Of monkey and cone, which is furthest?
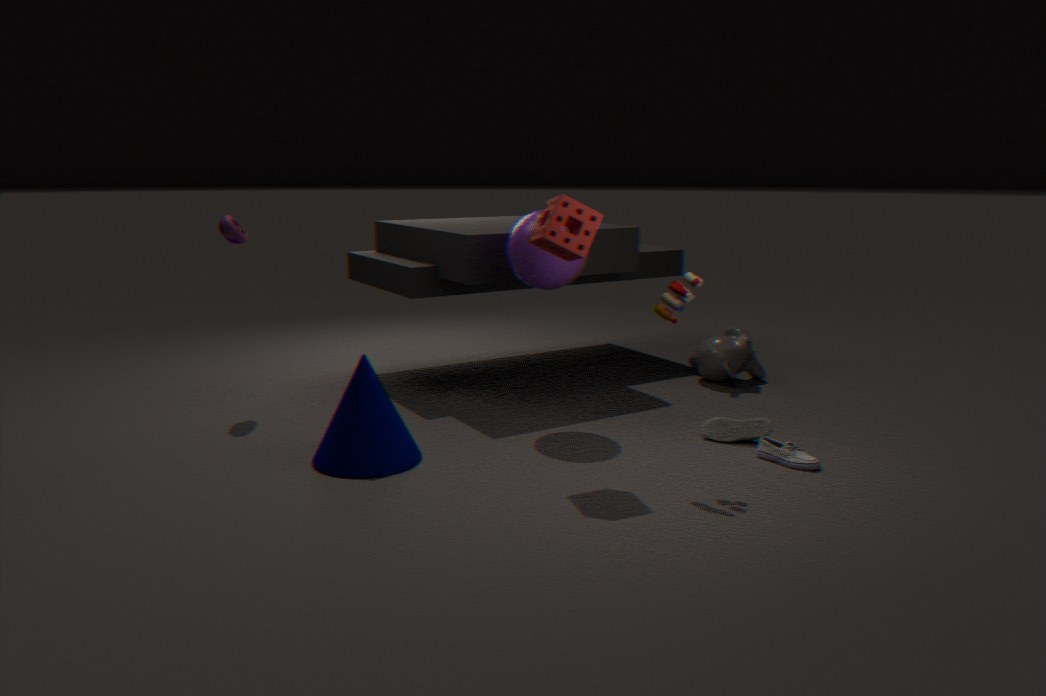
monkey
